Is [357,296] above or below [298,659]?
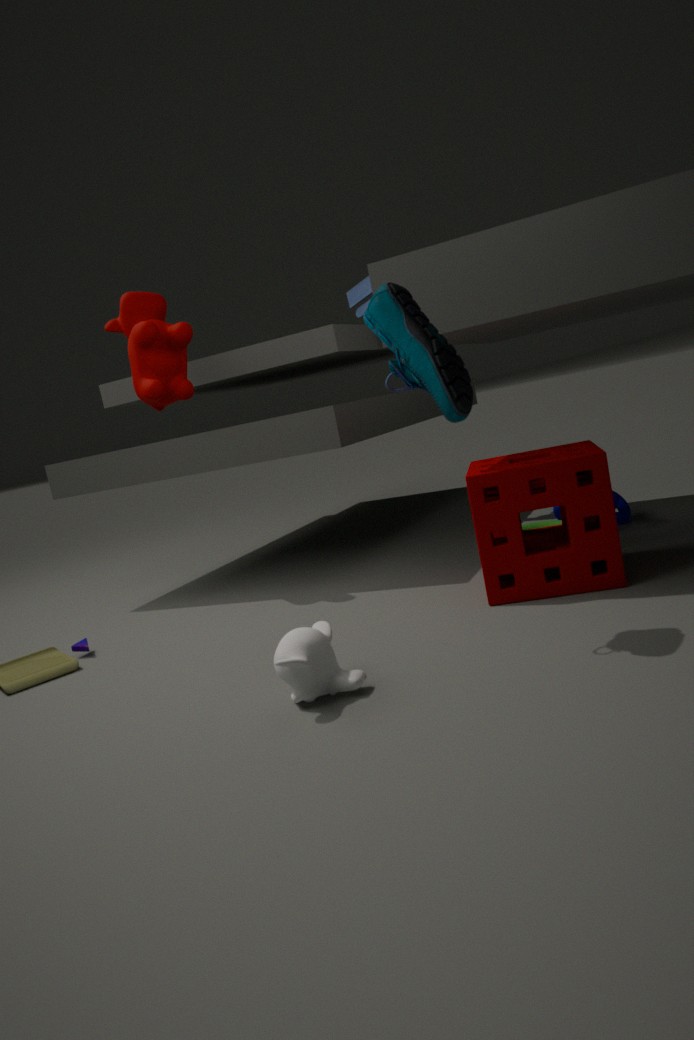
above
